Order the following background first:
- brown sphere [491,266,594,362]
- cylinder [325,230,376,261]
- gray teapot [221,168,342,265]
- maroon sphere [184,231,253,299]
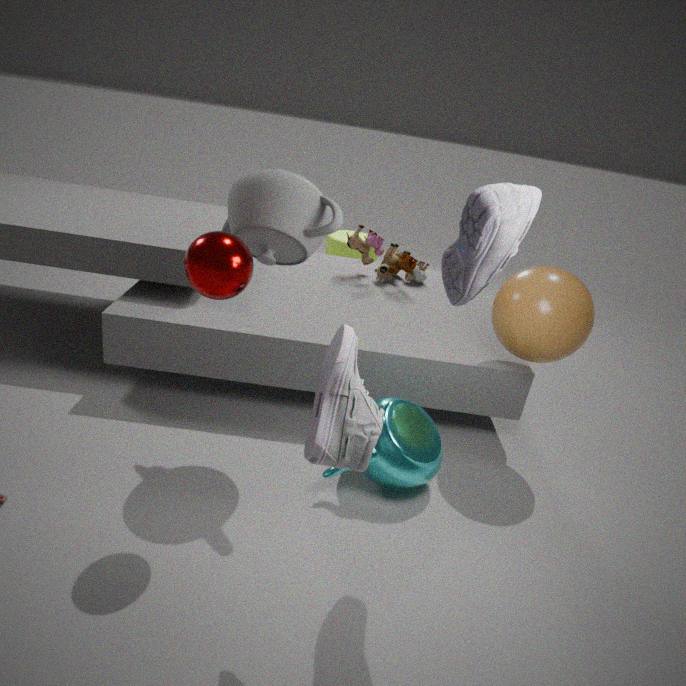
cylinder [325,230,376,261] → brown sphere [491,266,594,362] → gray teapot [221,168,342,265] → maroon sphere [184,231,253,299]
